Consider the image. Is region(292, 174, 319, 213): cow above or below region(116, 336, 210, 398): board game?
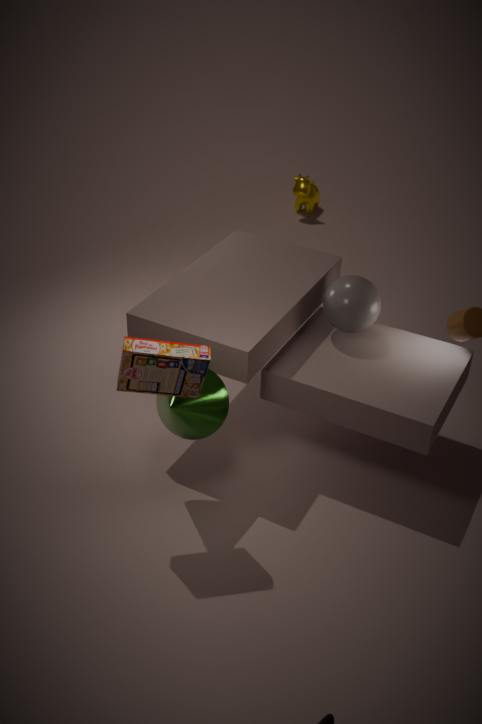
below
